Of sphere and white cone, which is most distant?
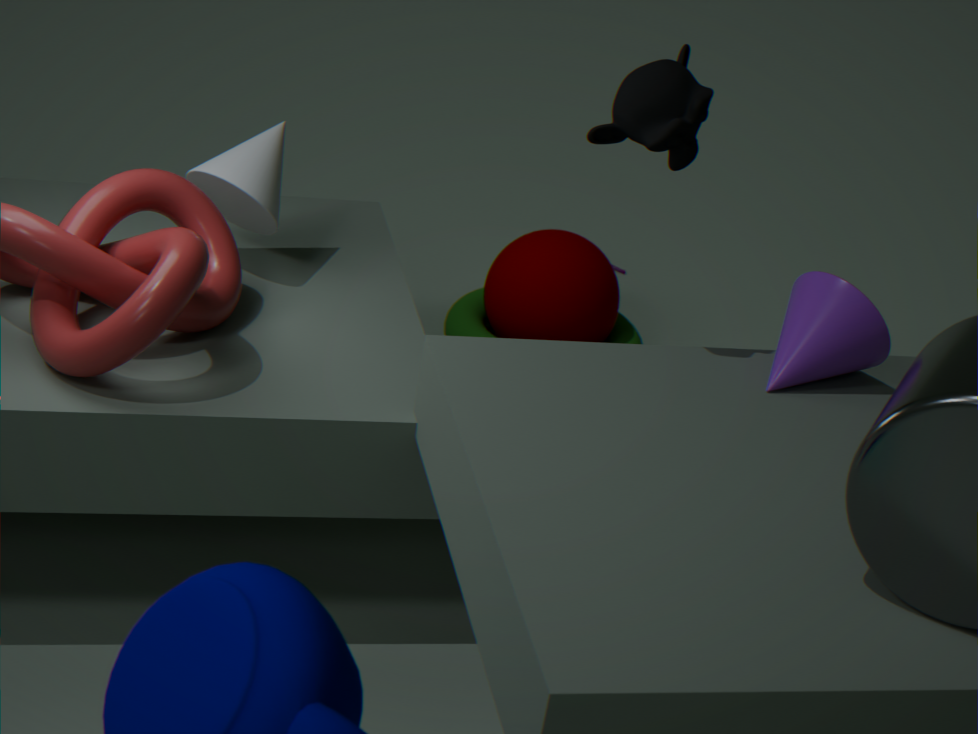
sphere
